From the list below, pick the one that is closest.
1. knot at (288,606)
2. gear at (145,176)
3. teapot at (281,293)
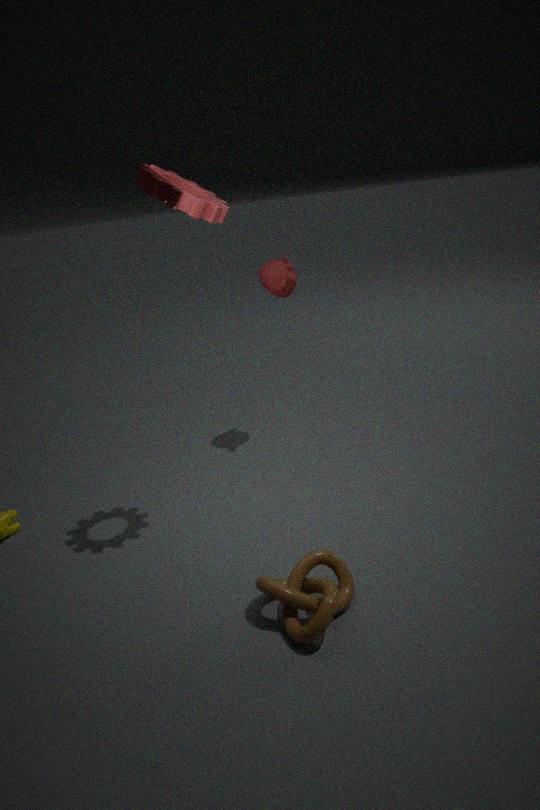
knot at (288,606)
